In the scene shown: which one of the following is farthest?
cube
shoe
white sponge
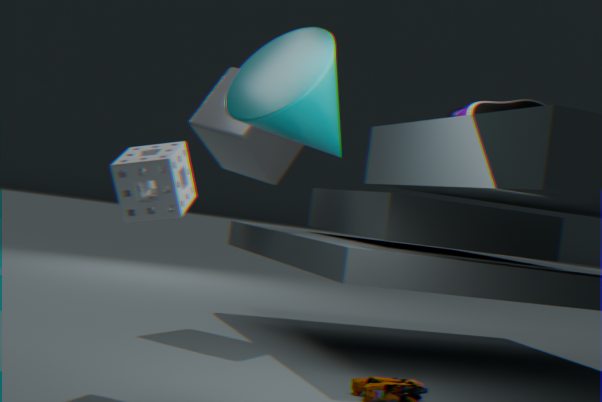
cube
